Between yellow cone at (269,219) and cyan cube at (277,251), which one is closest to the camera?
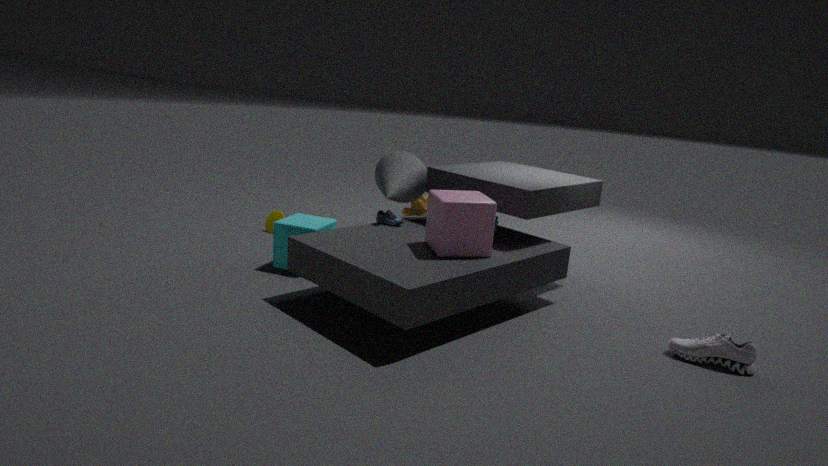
cyan cube at (277,251)
